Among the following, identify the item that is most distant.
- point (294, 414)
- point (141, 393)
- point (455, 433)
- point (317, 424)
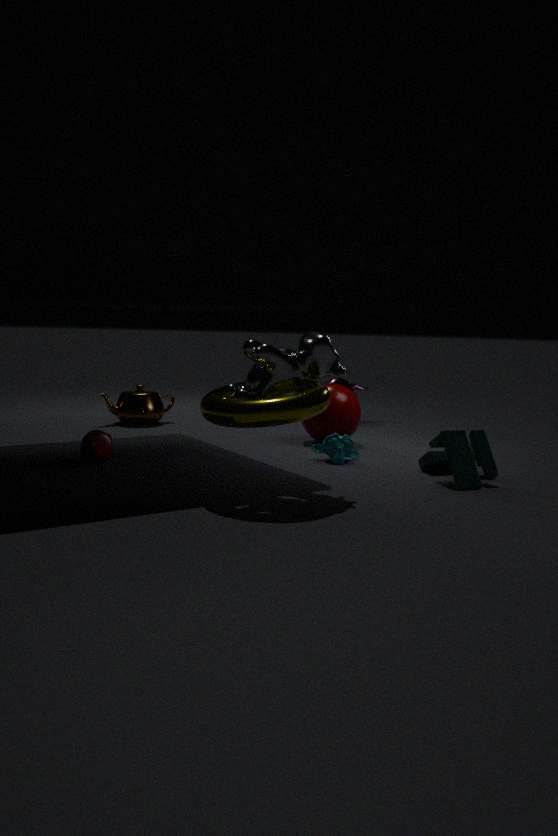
point (141, 393)
